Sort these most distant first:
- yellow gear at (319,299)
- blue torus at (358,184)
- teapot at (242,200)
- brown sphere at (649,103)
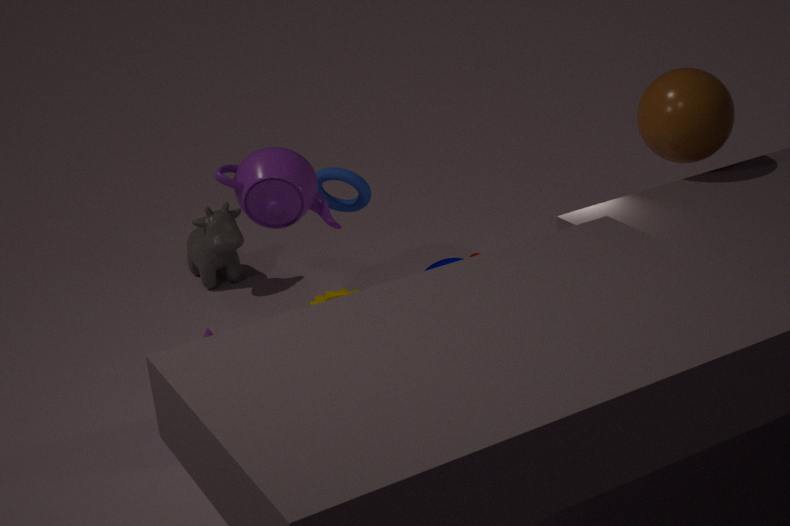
yellow gear at (319,299), blue torus at (358,184), teapot at (242,200), brown sphere at (649,103)
